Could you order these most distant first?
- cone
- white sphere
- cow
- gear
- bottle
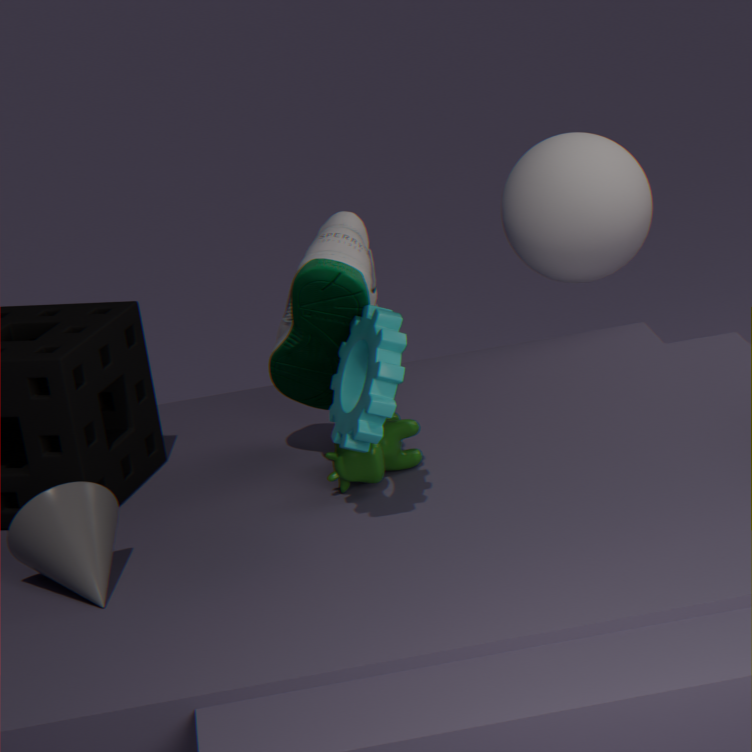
white sphere → cow → bottle → gear → cone
